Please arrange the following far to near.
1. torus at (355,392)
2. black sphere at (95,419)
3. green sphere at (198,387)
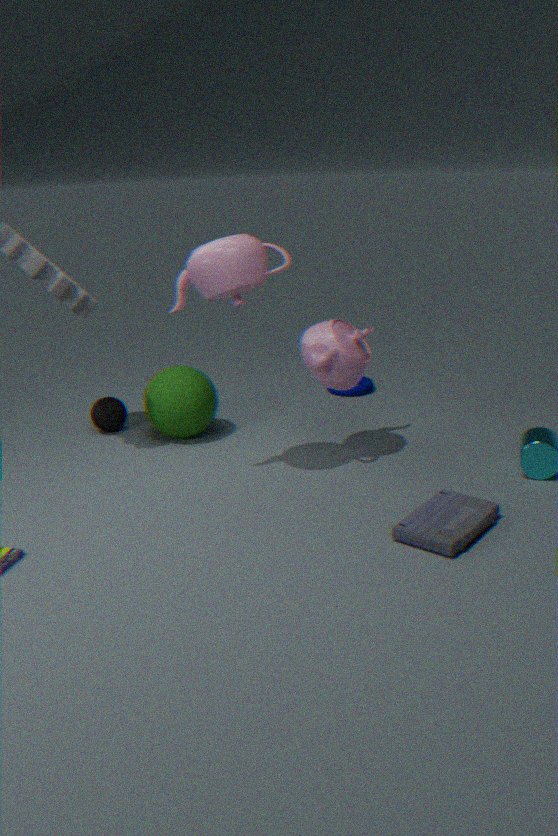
torus at (355,392), black sphere at (95,419), green sphere at (198,387)
